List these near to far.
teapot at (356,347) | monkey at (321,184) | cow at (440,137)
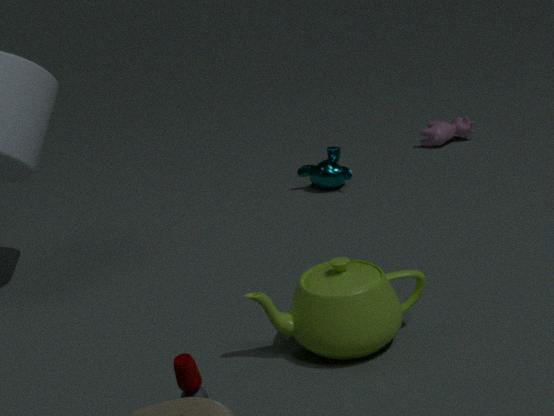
1. teapot at (356,347)
2. monkey at (321,184)
3. cow at (440,137)
